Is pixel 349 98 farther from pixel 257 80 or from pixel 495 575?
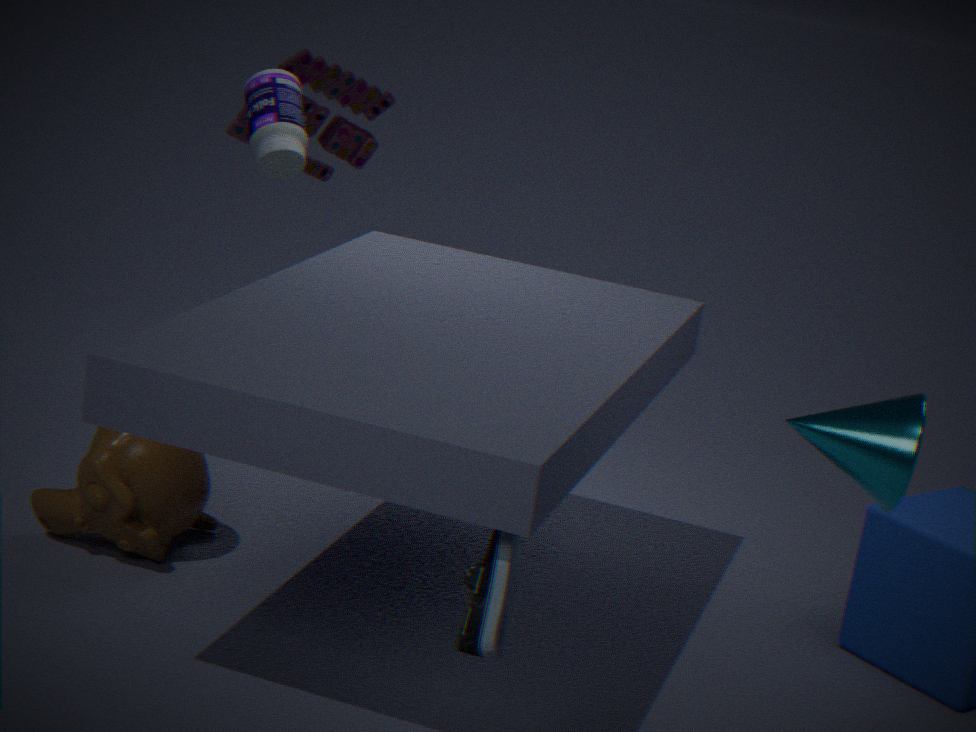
pixel 495 575
